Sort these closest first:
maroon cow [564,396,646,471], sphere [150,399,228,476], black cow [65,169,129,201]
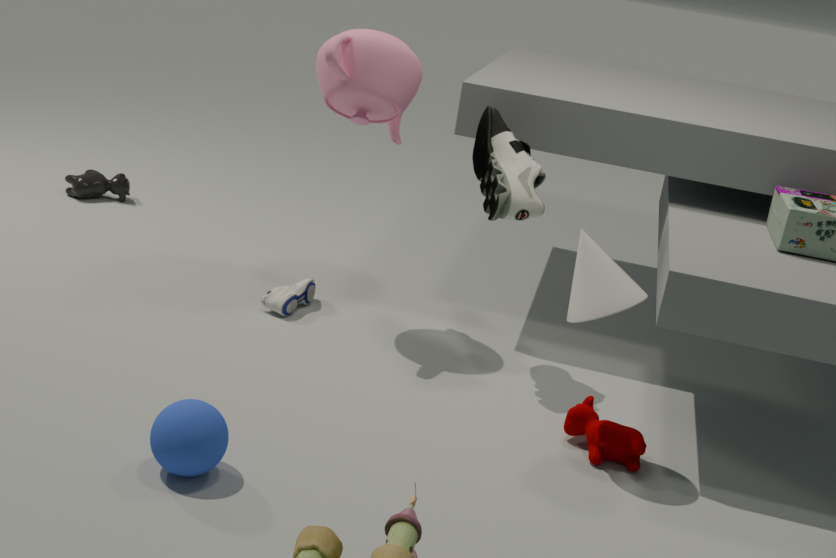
sphere [150,399,228,476], maroon cow [564,396,646,471], black cow [65,169,129,201]
